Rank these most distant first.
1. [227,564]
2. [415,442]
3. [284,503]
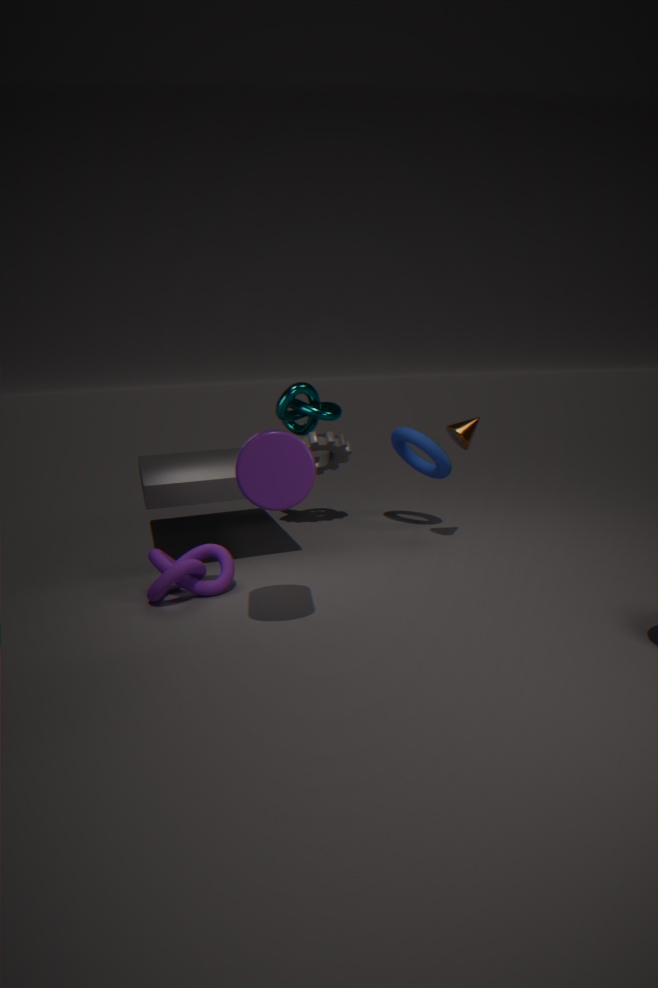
1. [415,442]
2. [227,564]
3. [284,503]
